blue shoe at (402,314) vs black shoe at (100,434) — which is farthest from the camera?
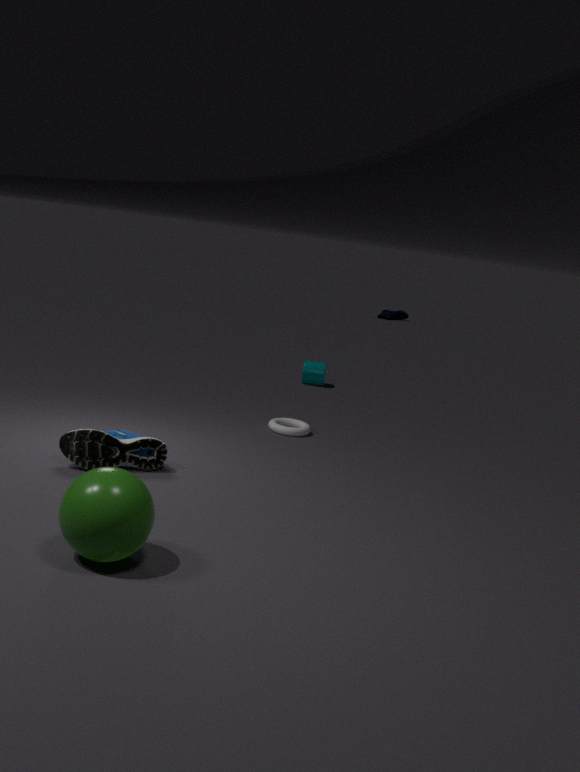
blue shoe at (402,314)
